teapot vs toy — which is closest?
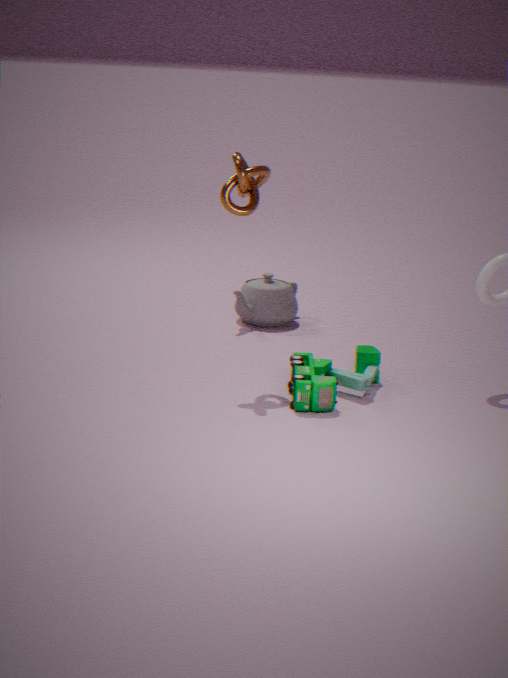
toy
